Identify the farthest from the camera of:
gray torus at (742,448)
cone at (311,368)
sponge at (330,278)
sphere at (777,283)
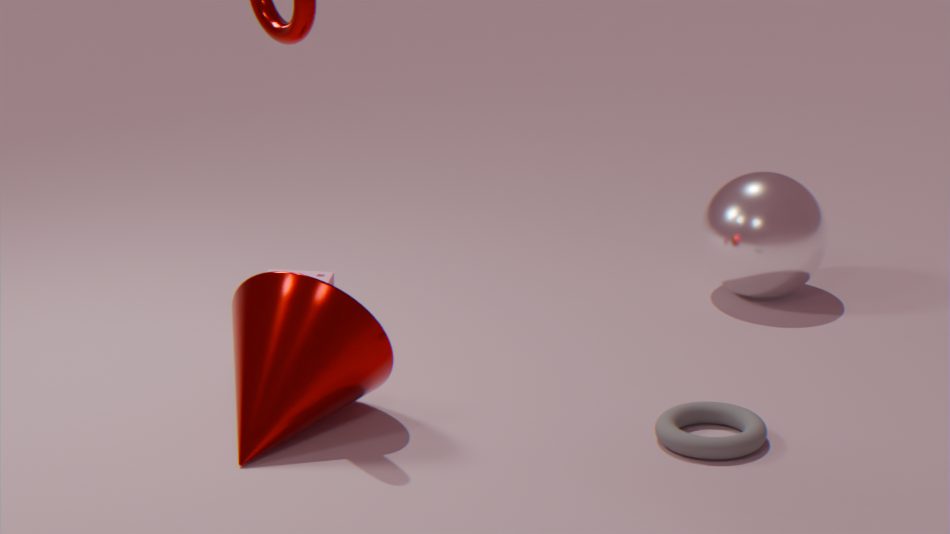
sphere at (777,283)
